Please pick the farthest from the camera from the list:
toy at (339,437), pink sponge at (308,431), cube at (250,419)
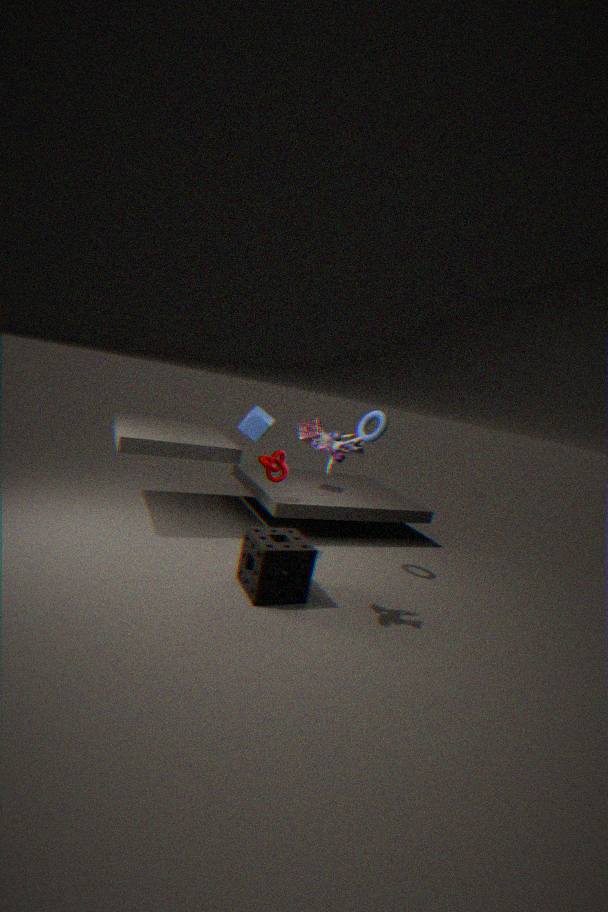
pink sponge at (308,431)
